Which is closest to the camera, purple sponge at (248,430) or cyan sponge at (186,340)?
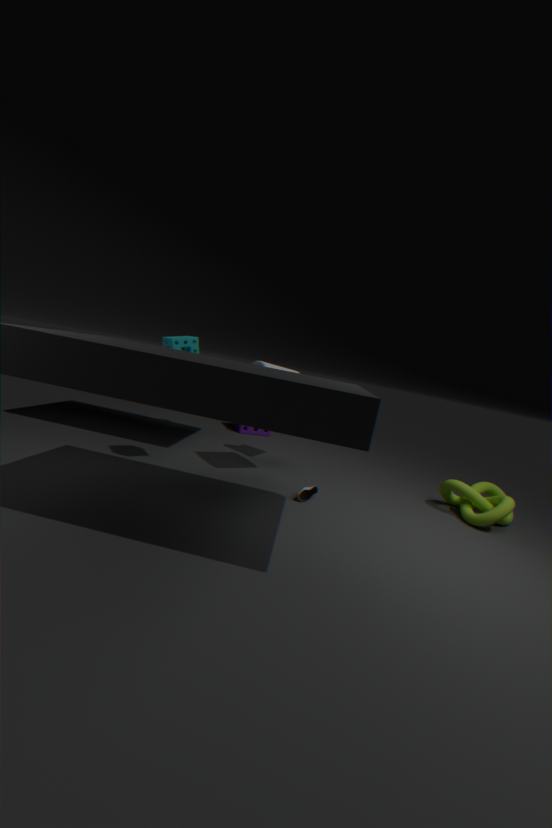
cyan sponge at (186,340)
